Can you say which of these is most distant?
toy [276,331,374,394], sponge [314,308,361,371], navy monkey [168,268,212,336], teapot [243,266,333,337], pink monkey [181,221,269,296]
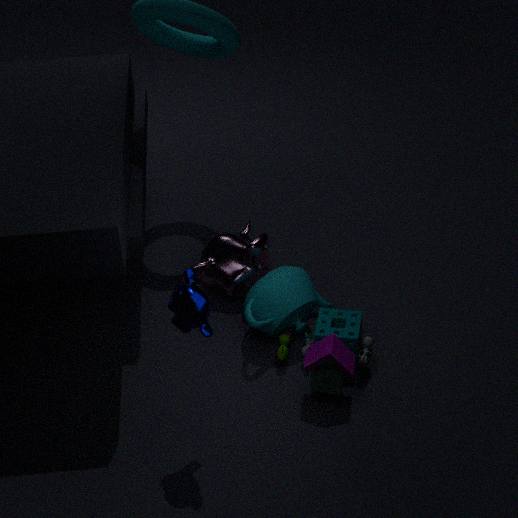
pink monkey [181,221,269,296]
